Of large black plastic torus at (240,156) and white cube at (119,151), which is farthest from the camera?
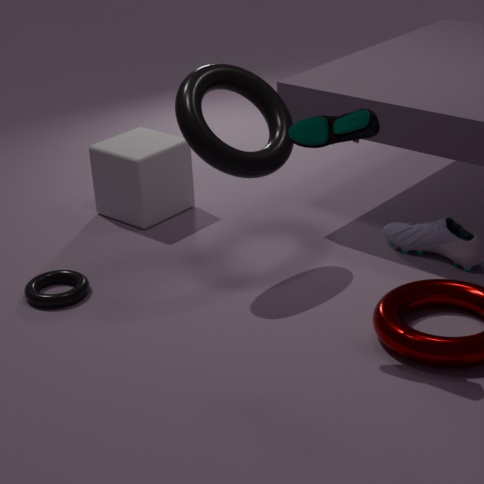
white cube at (119,151)
